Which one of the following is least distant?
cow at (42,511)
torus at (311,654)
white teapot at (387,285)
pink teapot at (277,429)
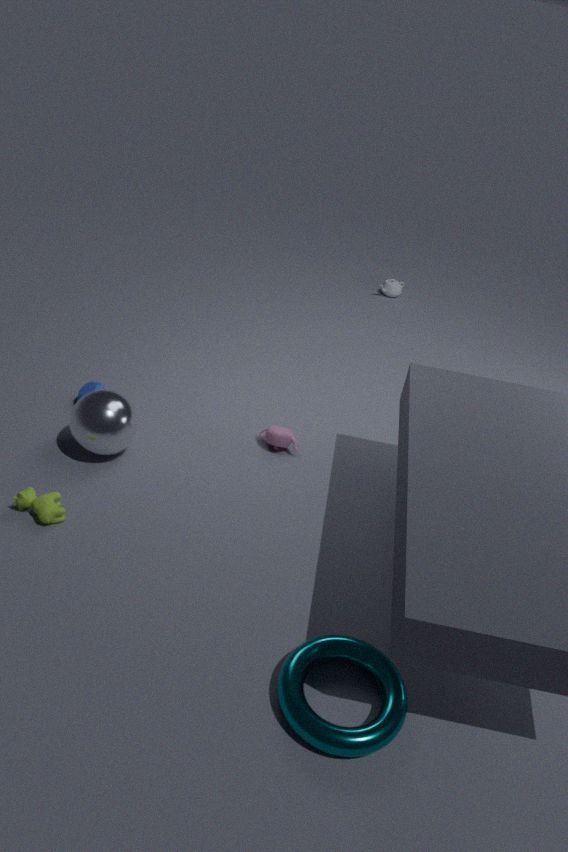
torus at (311,654)
